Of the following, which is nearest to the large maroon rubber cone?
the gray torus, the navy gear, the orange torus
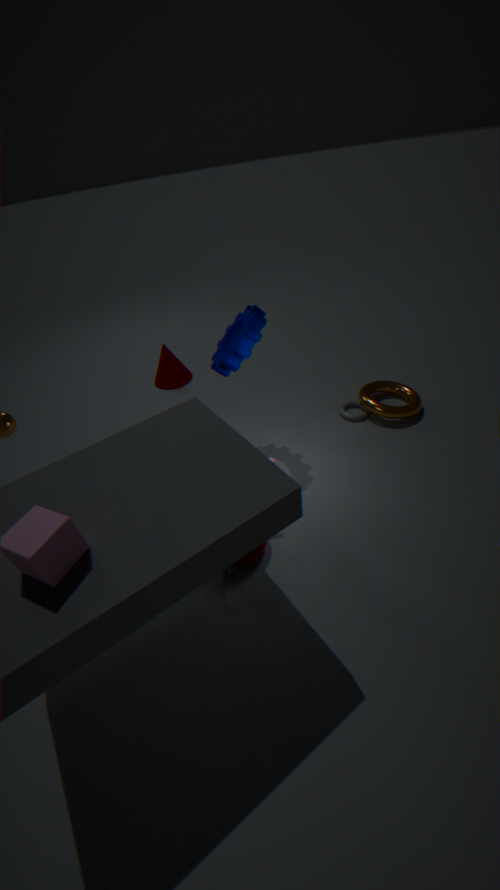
the navy gear
